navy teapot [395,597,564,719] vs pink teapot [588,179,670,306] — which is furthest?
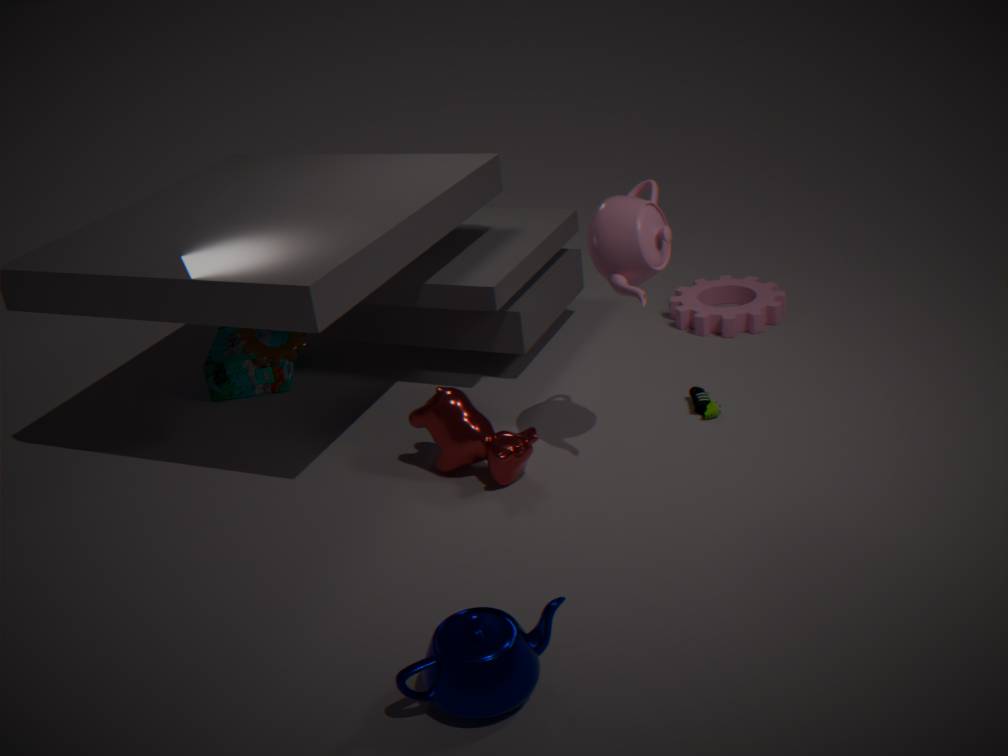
pink teapot [588,179,670,306]
